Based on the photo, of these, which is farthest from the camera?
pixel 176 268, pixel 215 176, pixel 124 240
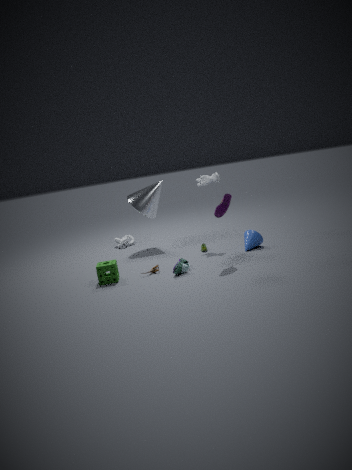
pixel 124 240
